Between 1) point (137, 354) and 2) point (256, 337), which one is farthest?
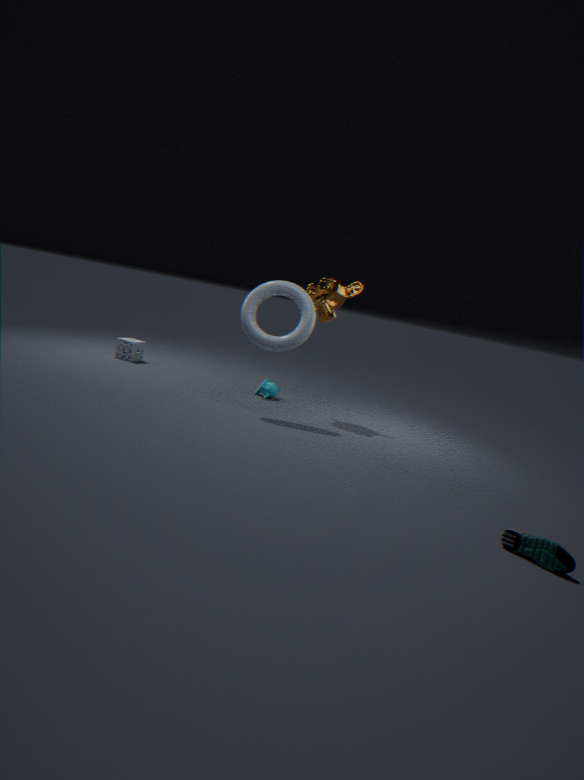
1. point (137, 354)
